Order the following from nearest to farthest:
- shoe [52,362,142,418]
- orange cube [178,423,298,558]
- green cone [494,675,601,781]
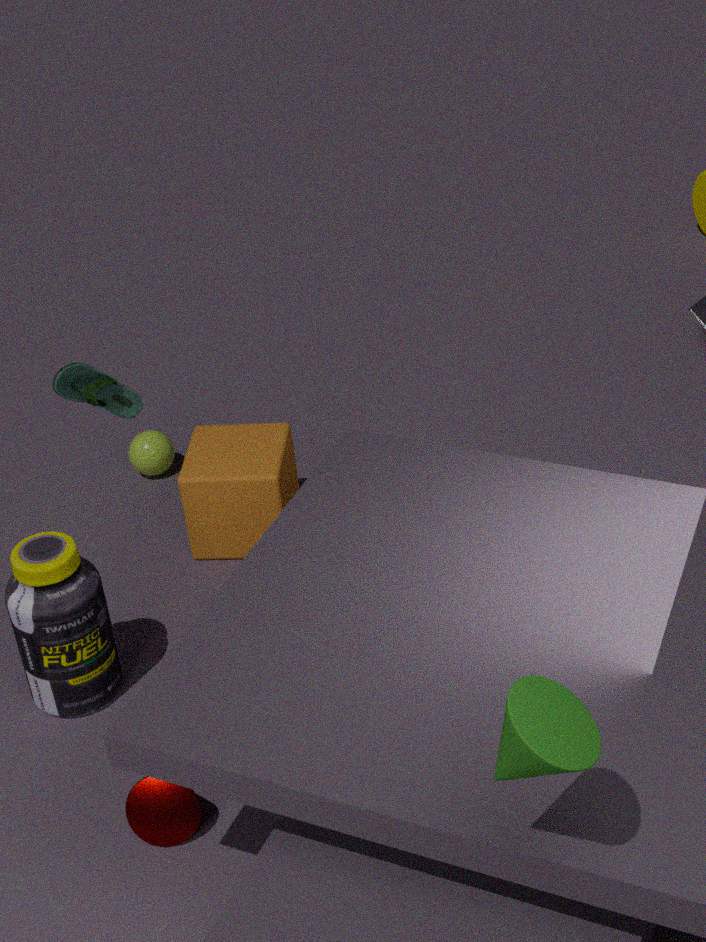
green cone [494,675,601,781], shoe [52,362,142,418], orange cube [178,423,298,558]
